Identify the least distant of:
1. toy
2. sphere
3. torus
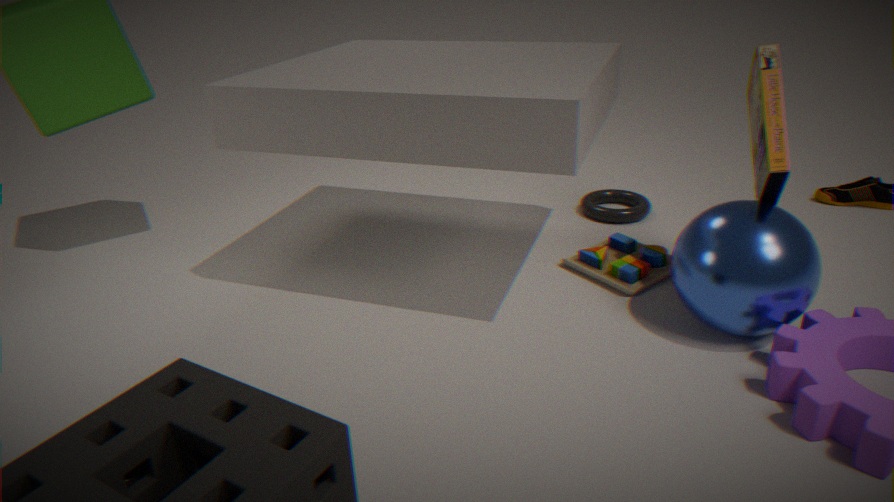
sphere
